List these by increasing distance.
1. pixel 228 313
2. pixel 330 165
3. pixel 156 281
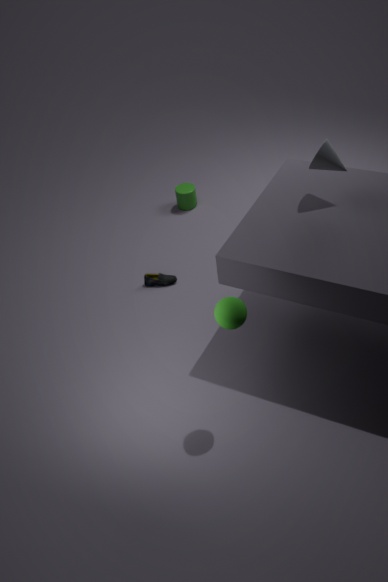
1. pixel 228 313
2. pixel 330 165
3. pixel 156 281
